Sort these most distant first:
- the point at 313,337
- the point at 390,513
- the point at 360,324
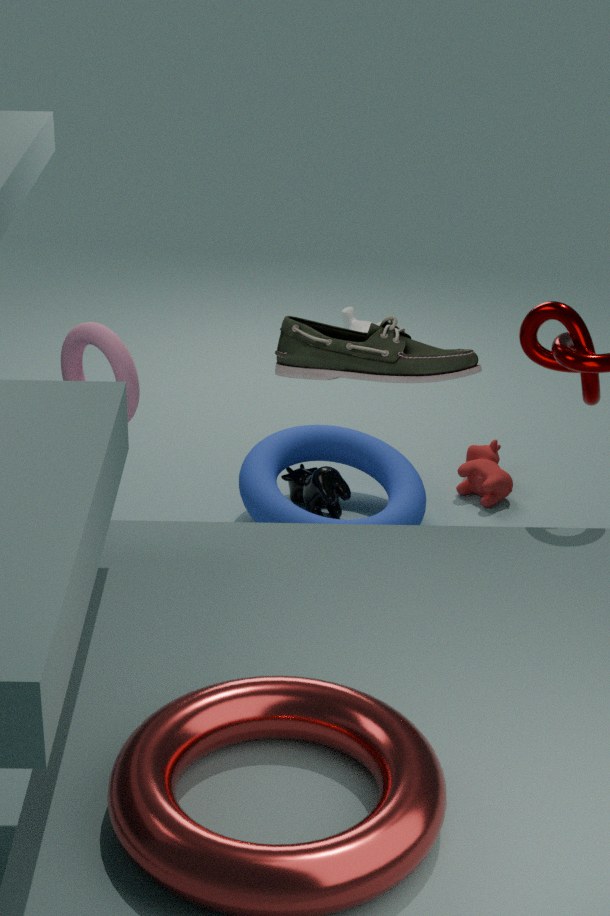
the point at 360,324 → the point at 390,513 → the point at 313,337
